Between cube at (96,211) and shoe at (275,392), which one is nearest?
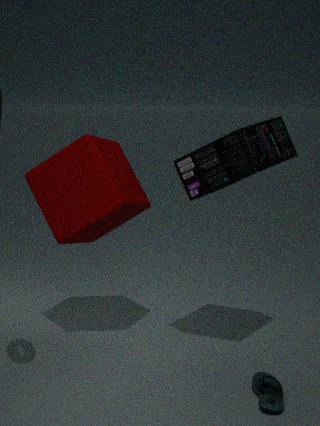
shoe at (275,392)
